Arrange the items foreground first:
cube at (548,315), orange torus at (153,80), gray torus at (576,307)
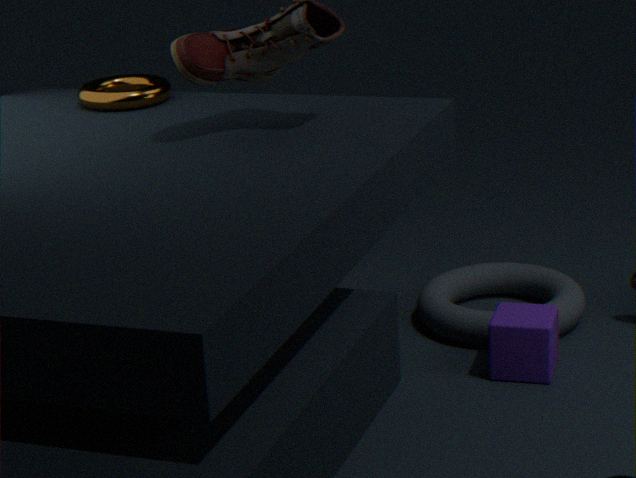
orange torus at (153,80) < cube at (548,315) < gray torus at (576,307)
